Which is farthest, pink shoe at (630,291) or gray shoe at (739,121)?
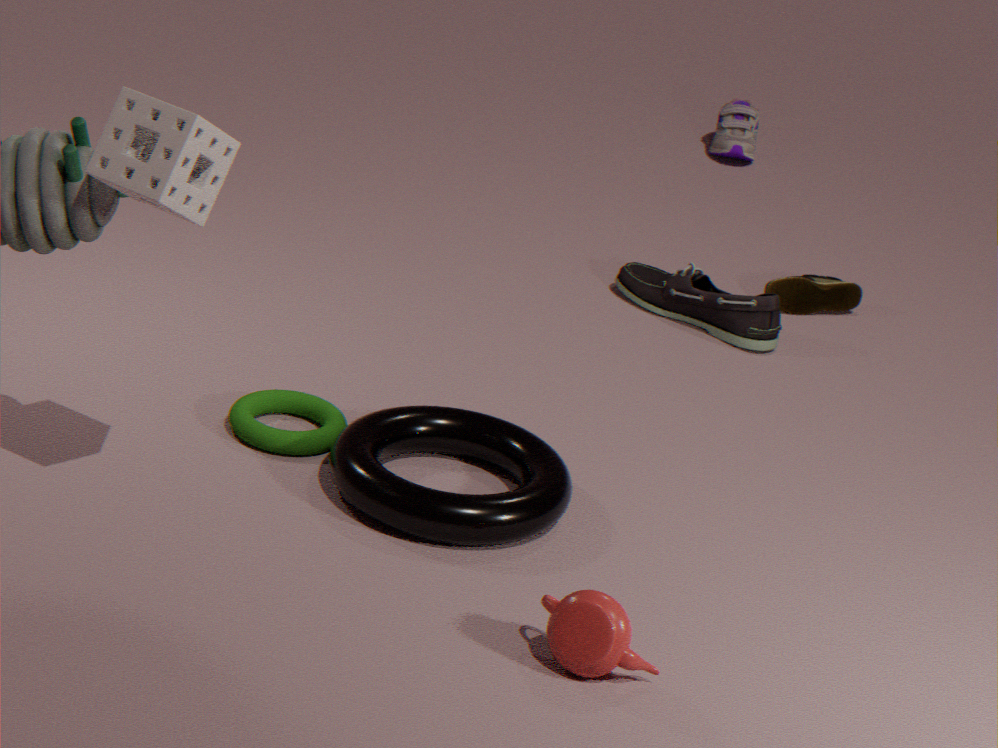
gray shoe at (739,121)
